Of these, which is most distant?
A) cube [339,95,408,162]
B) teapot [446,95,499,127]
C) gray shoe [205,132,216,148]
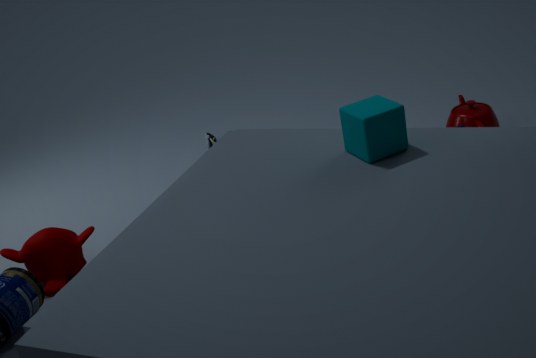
gray shoe [205,132,216,148]
